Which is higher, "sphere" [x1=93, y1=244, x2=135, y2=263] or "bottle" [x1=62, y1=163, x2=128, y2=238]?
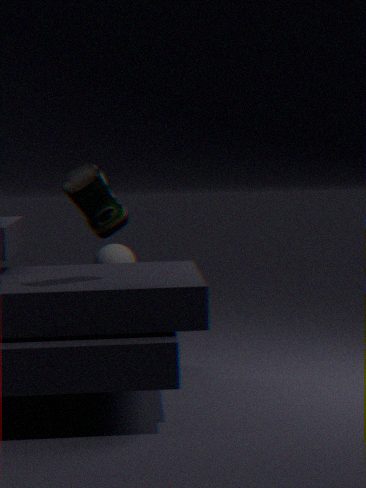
"bottle" [x1=62, y1=163, x2=128, y2=238]
